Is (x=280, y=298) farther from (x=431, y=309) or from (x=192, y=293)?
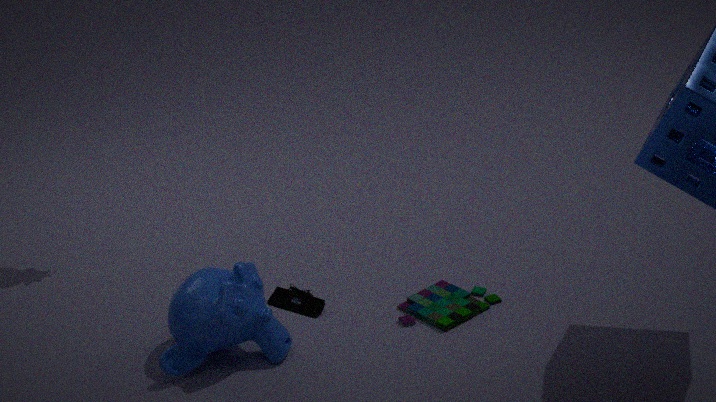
(x=431, y=309)
